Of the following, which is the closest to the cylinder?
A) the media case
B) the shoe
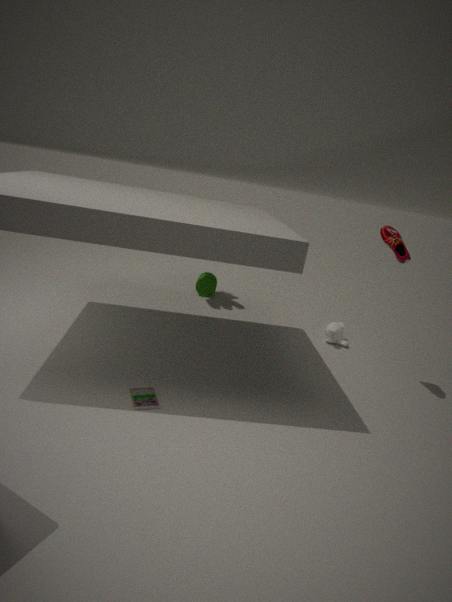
the shoe
